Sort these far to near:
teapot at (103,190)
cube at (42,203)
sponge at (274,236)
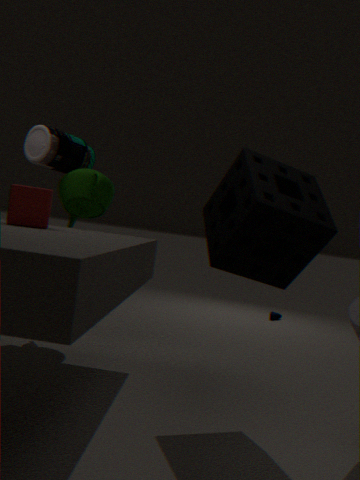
teapot at (103,190) < cube at (42,203) < sponge at (274,236)
